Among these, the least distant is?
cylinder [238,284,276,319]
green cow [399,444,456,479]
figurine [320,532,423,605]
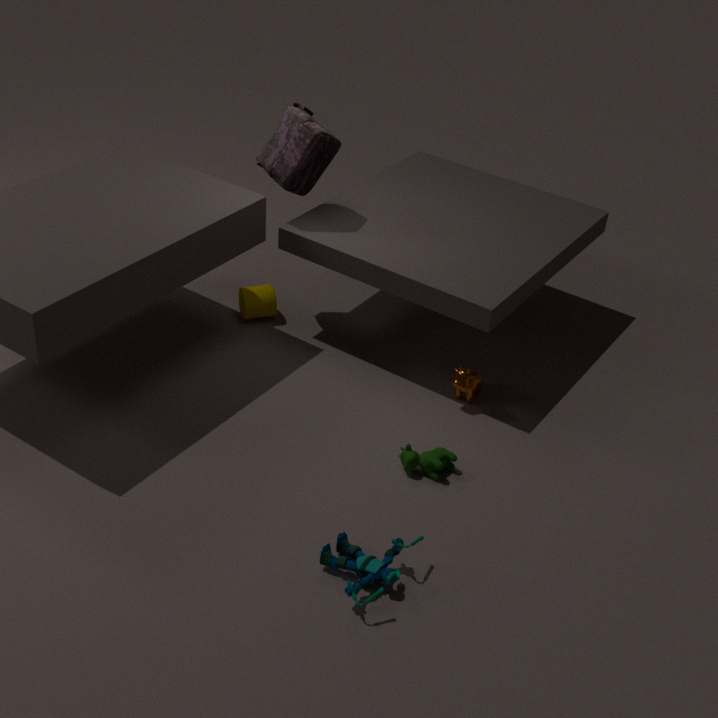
figurine [320,532,423,605]
